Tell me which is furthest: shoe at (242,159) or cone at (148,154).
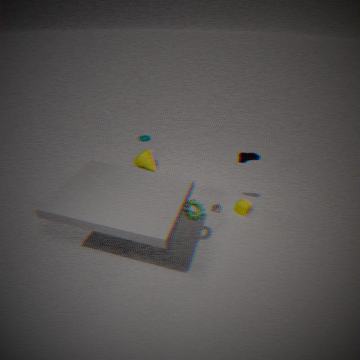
cone at (148,154)
